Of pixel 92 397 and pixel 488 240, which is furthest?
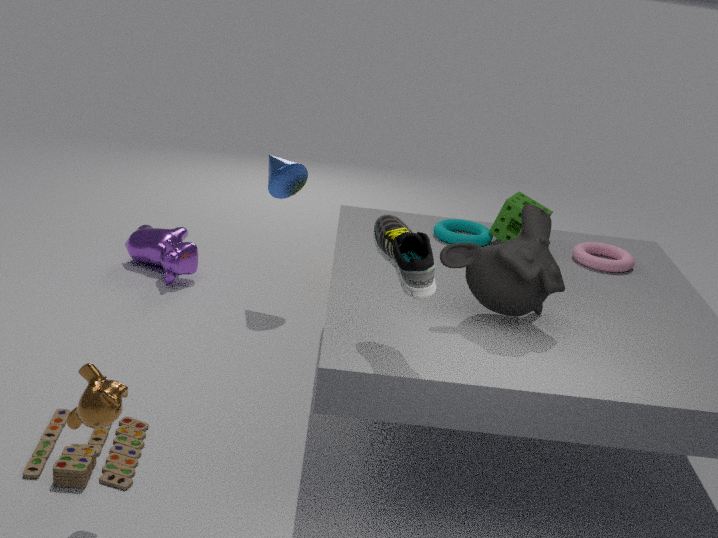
pixel 488 240
